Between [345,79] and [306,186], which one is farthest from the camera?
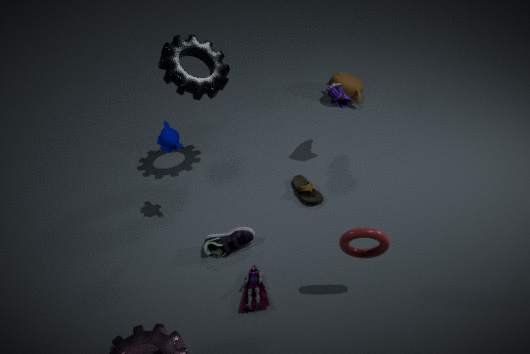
[345,79]
